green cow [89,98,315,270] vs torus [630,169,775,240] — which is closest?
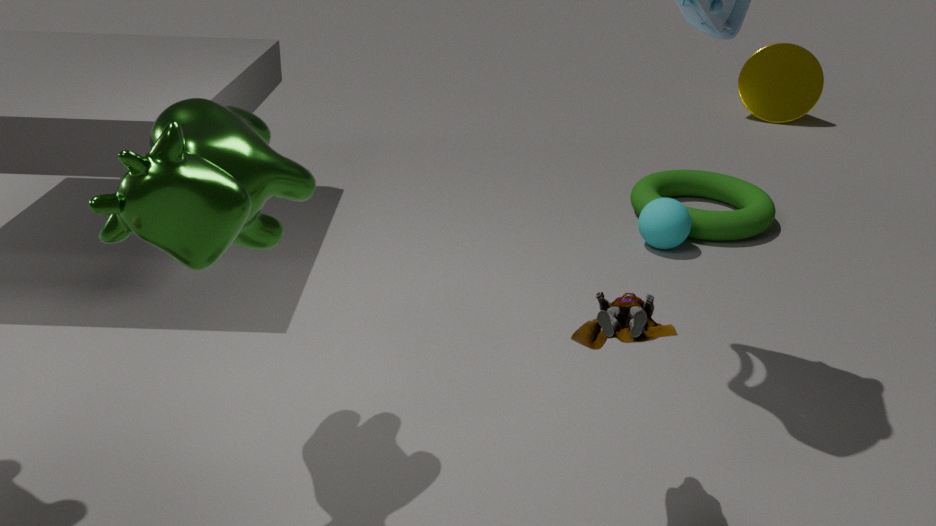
green cow [89,98,315,270]
